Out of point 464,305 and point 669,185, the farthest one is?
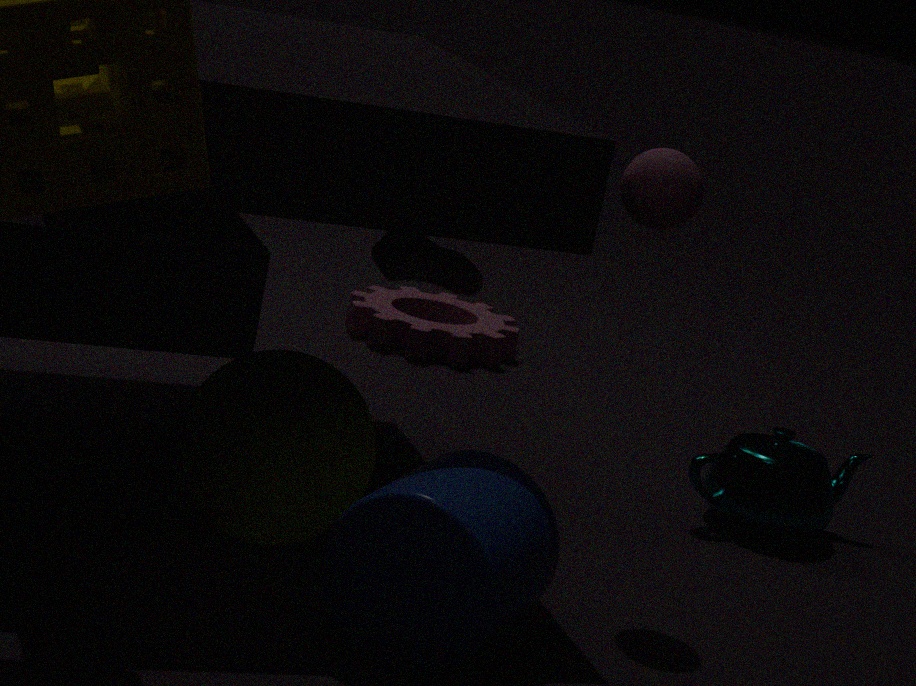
point 464,305
